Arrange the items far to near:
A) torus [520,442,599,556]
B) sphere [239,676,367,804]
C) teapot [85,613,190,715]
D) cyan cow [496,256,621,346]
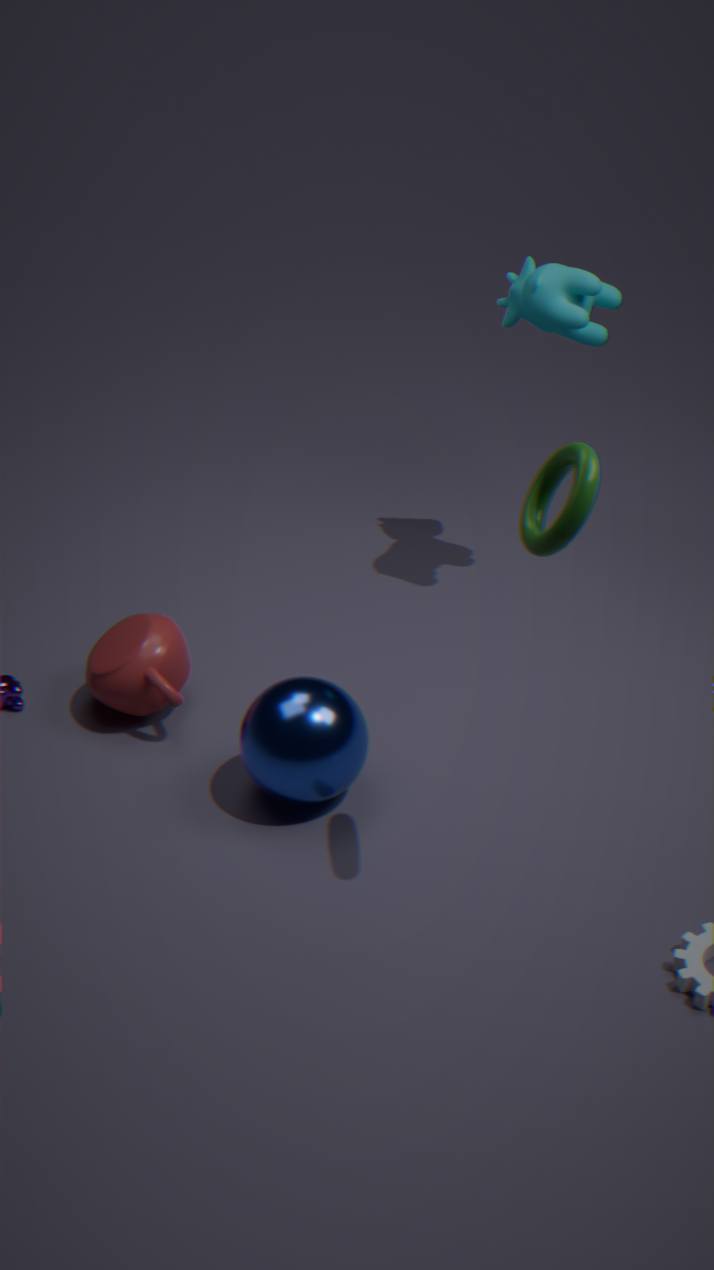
cyan cow [496,256,621,346] < teapot [85,613,190,715] < sphere [239,676,367,804] < torus [520,442,599,556]
